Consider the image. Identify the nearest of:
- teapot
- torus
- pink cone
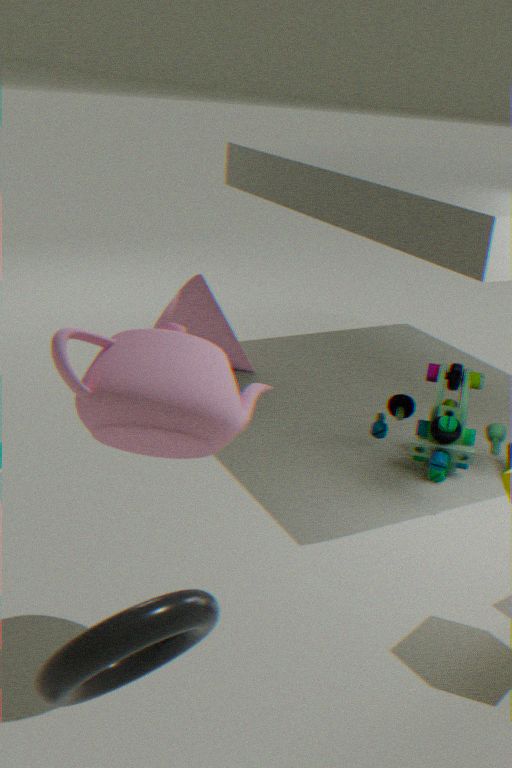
torus
